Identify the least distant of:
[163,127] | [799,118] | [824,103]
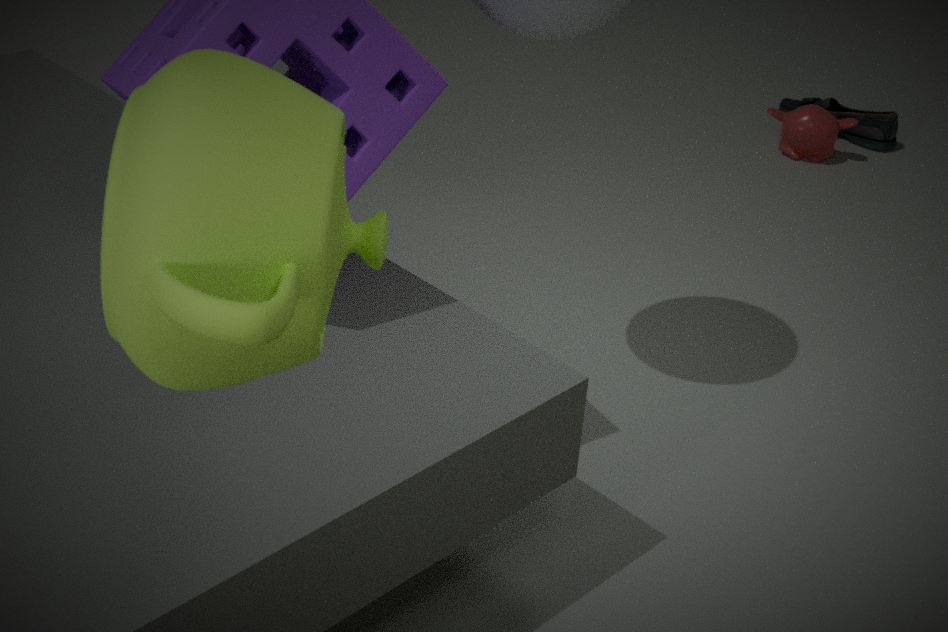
[163,127]
